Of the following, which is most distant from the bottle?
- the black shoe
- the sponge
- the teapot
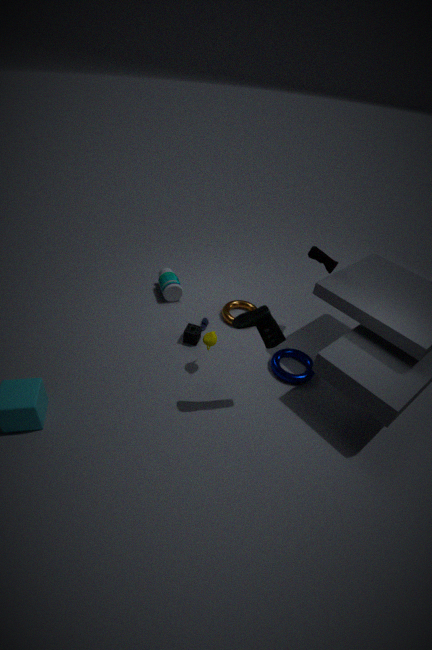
the black shoe
